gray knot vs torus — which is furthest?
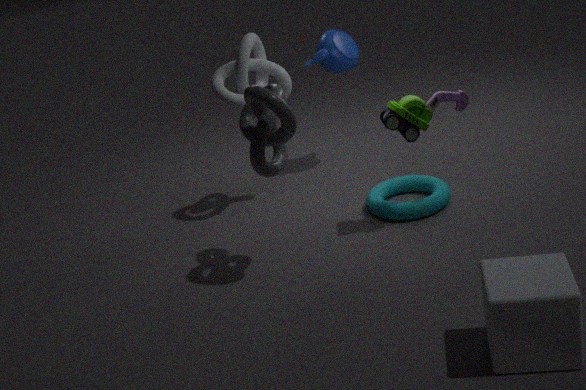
torus
